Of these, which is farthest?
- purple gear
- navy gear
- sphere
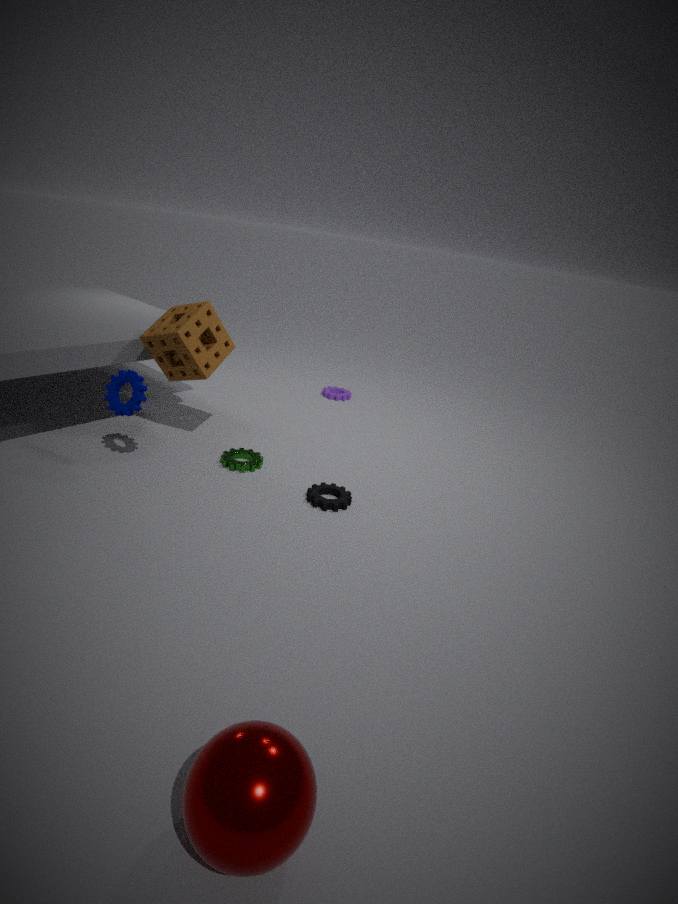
purple gear
